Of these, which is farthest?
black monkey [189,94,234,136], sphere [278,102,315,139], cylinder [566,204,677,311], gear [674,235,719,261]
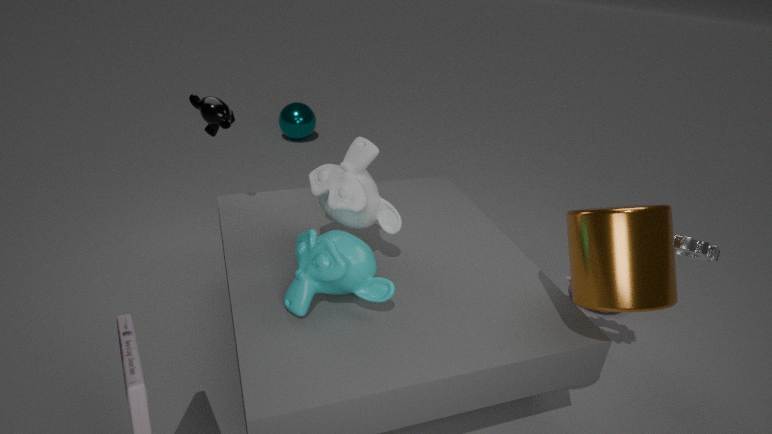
sphere [278,102,315,139]
